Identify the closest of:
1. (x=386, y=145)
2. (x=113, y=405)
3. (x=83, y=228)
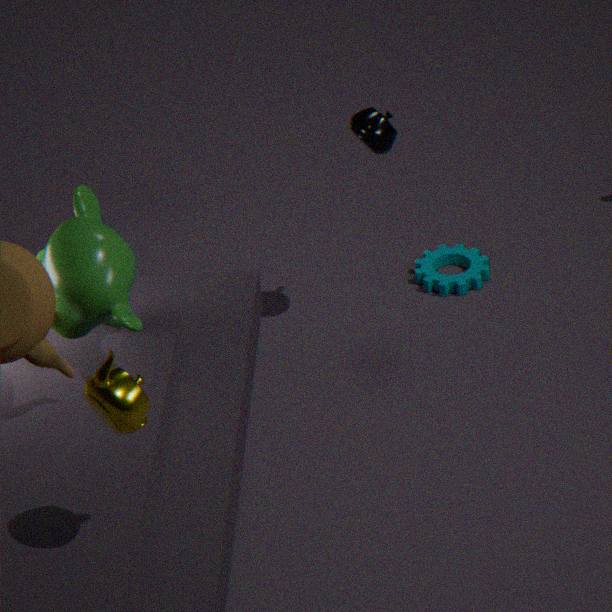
(x=113, y=405)
